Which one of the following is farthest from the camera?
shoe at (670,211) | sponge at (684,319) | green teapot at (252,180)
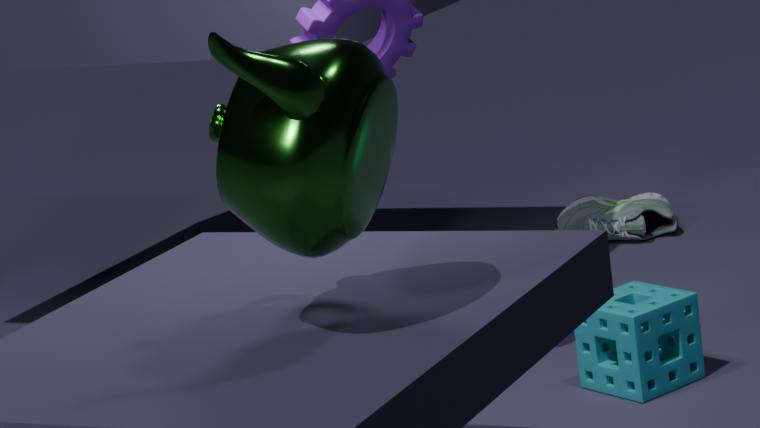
shoe at (670,211)
